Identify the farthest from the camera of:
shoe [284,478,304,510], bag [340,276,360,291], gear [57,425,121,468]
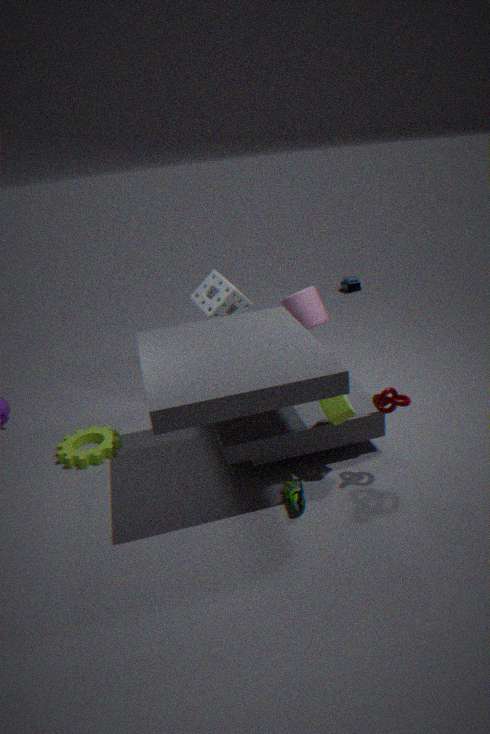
bag [340,276,360,291]
